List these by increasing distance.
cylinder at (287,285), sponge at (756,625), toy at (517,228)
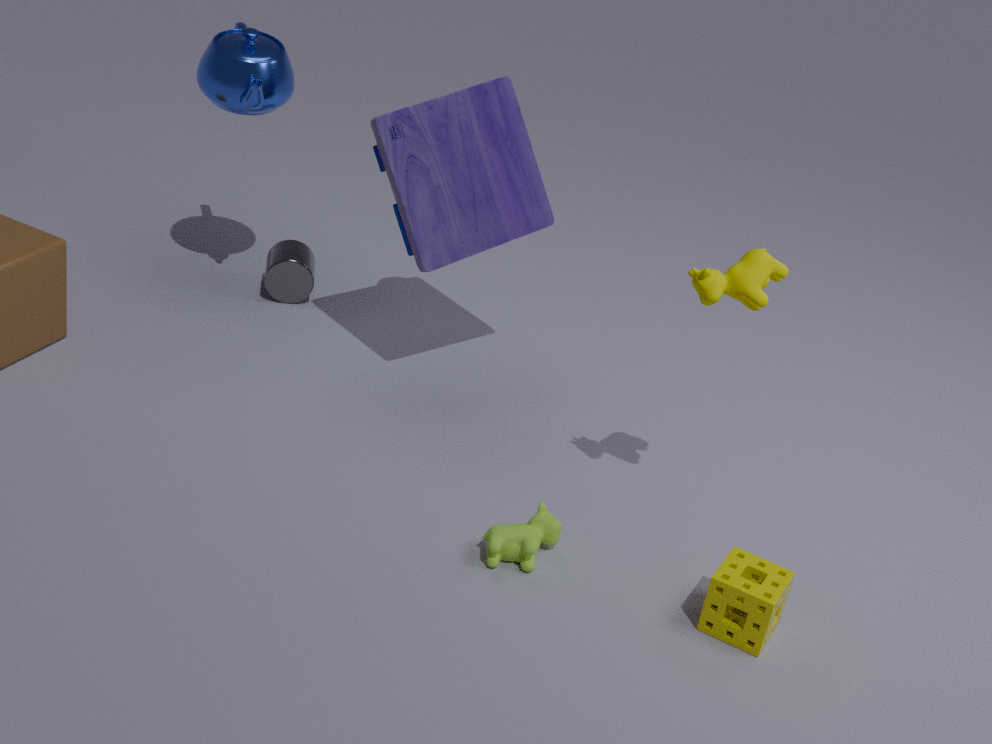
sponge at (756,625), toy at (517,228), cylinder at (287,285)
